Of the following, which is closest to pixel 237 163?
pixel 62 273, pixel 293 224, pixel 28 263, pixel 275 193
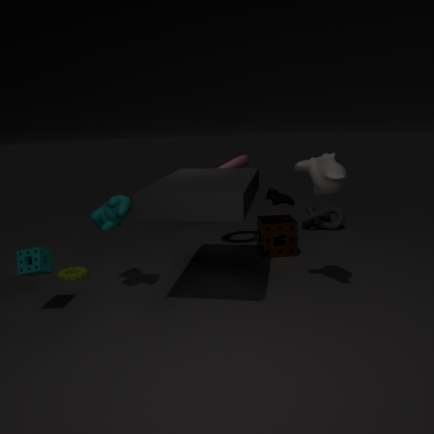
pixel 275 193
